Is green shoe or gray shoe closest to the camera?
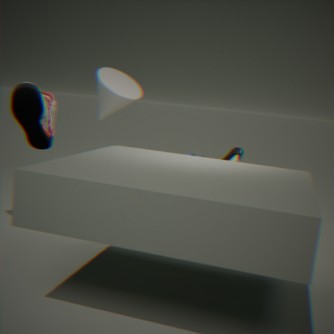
green shoe
